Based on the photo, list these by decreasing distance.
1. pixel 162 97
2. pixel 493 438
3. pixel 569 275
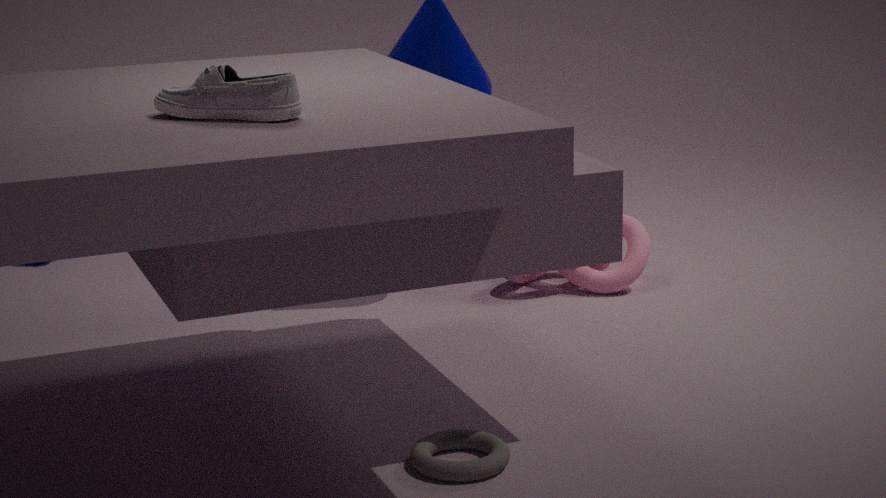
pixel 569 275
pixel 493 438
pixel 162 97
